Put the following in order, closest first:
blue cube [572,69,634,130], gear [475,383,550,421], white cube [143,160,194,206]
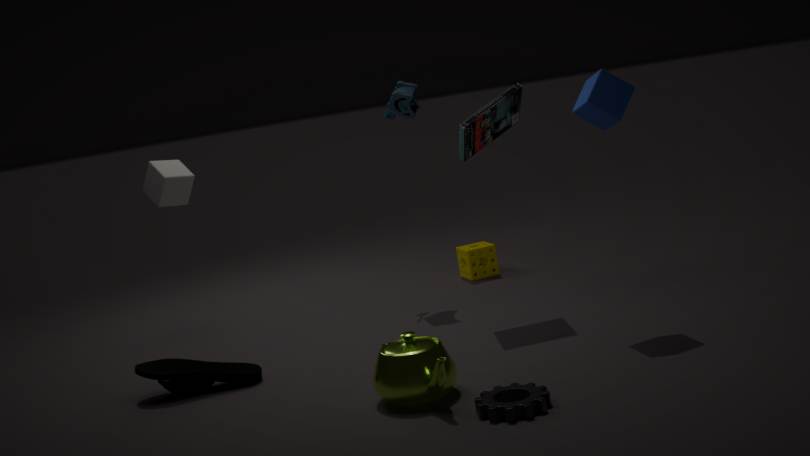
gear [475,383,550,421], blue cube [572,69,634,130], white cube [143,160,194,206]
